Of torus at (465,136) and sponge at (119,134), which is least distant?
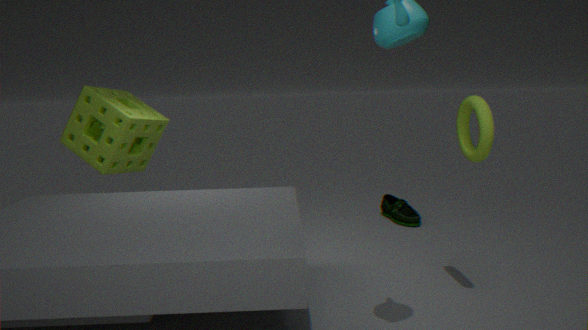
torus at (465,136)
